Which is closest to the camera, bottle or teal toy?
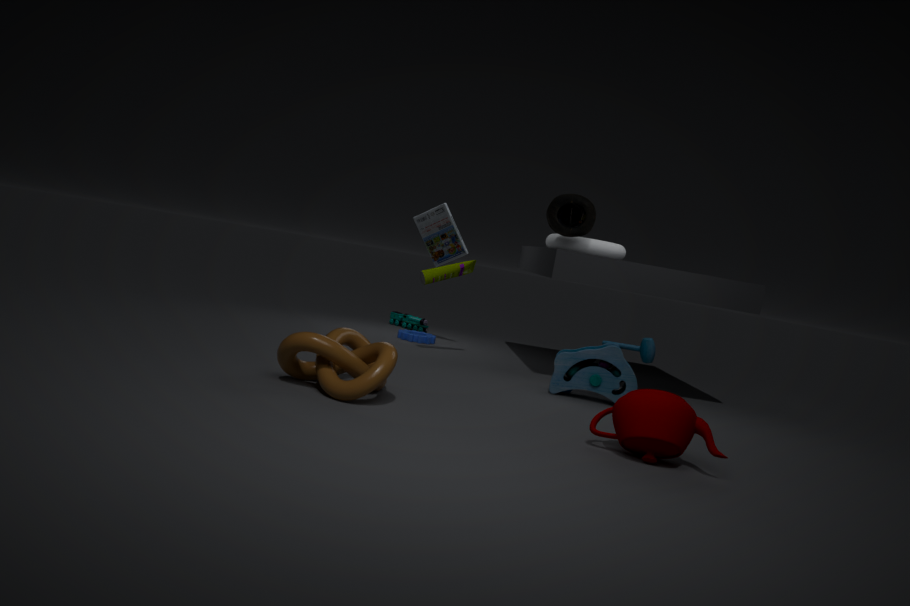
bottle
